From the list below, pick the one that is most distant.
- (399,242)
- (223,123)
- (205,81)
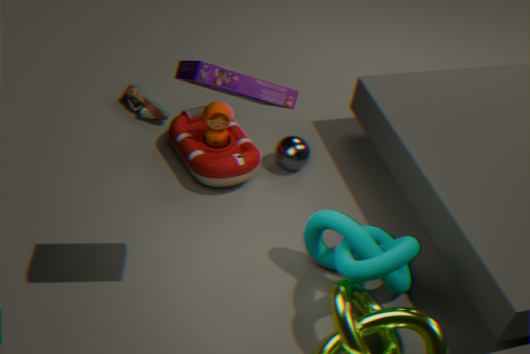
(223,123)
